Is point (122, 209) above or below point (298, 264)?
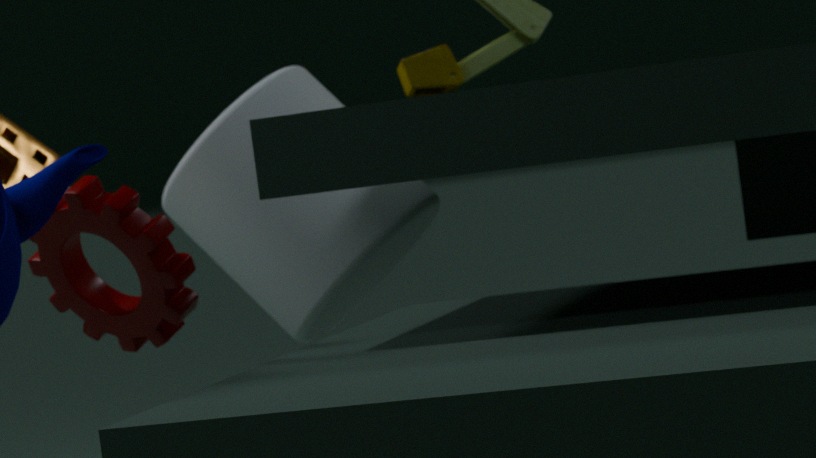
below
